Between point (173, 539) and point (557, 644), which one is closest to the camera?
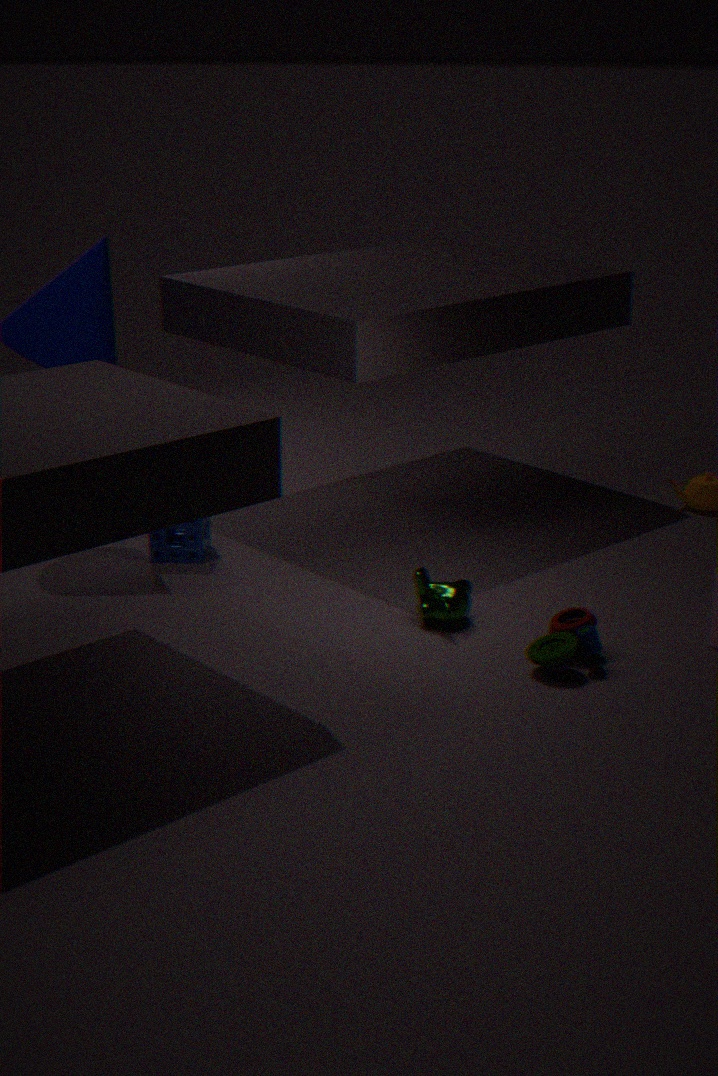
point (557, 644)
